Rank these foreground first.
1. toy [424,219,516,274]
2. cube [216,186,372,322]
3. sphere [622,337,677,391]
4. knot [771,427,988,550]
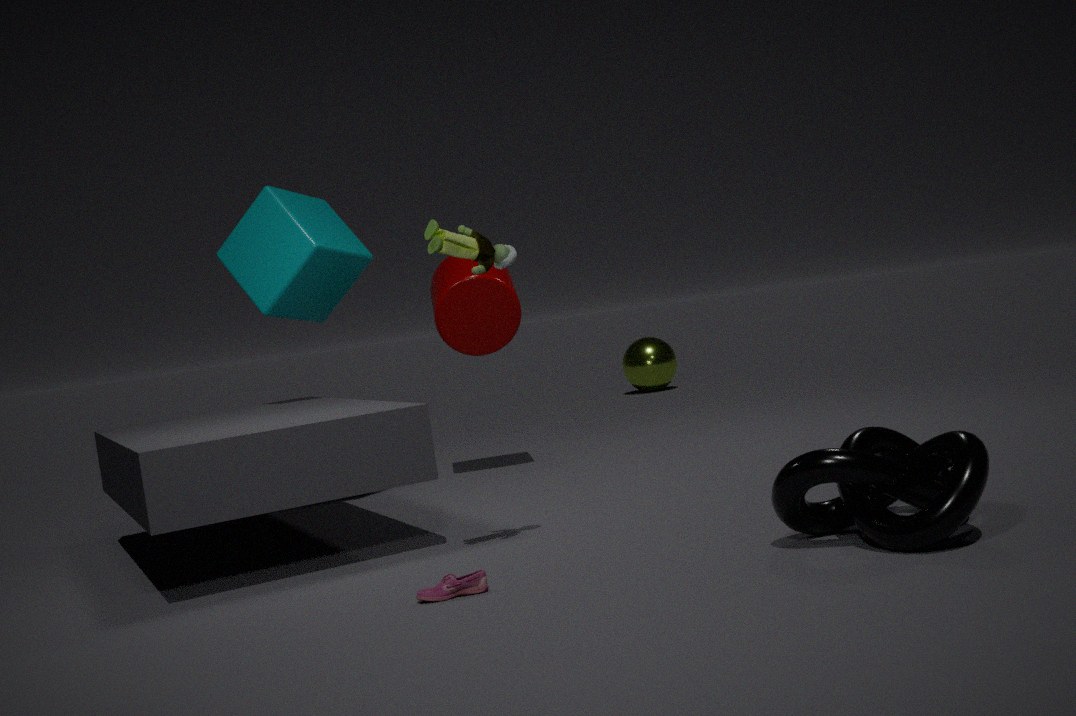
knot [771,427,988,550], toy [424,219,516,274], cube [216,186,372,322], sphere [622,337,677,391]
